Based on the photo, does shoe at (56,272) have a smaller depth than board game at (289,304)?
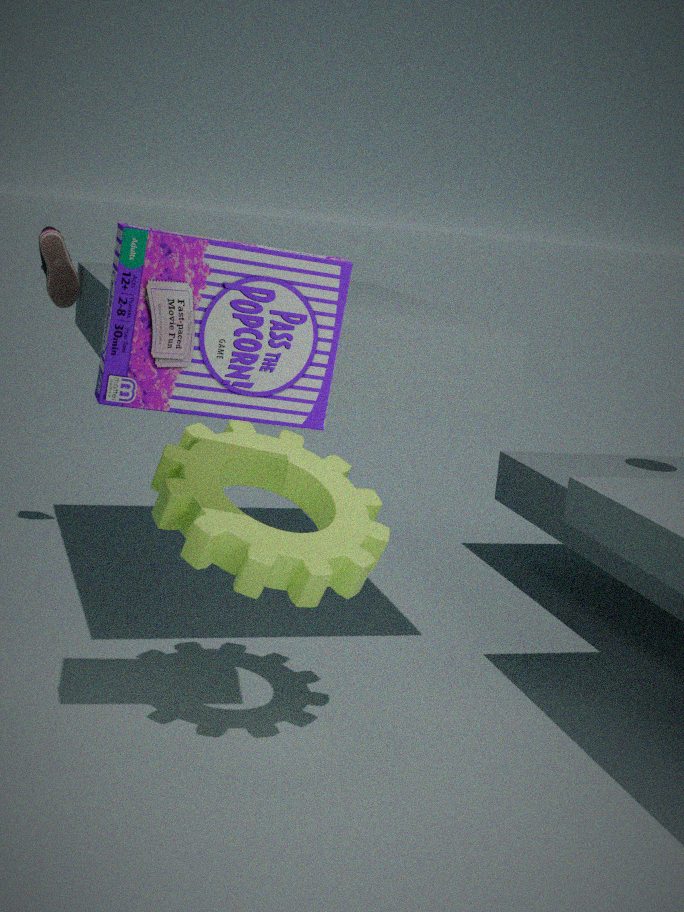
No
